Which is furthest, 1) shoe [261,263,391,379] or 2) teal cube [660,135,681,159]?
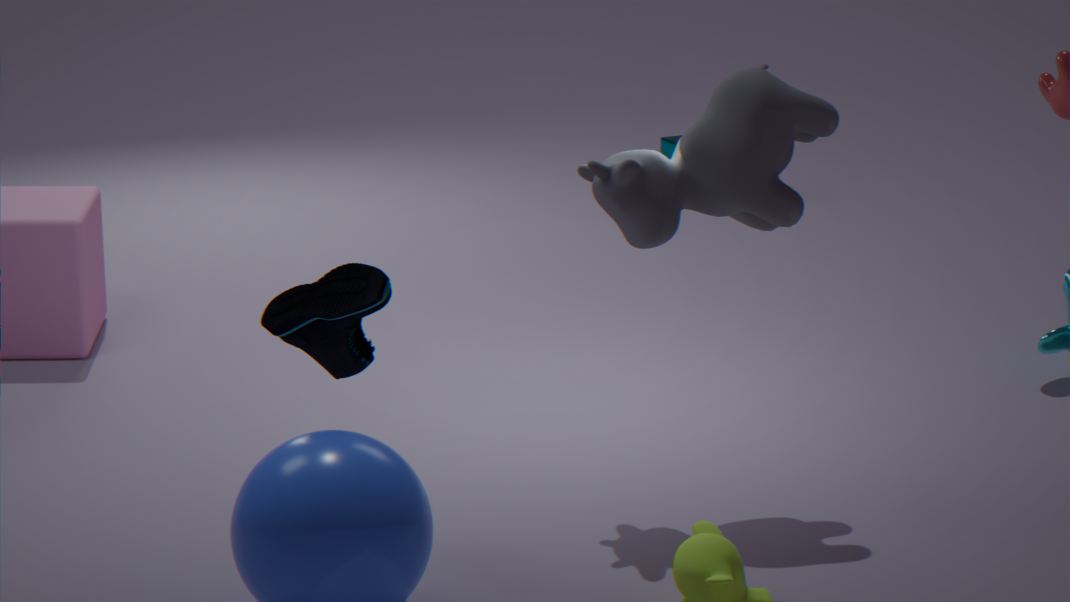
2. teal cube [660,135,681,159]
